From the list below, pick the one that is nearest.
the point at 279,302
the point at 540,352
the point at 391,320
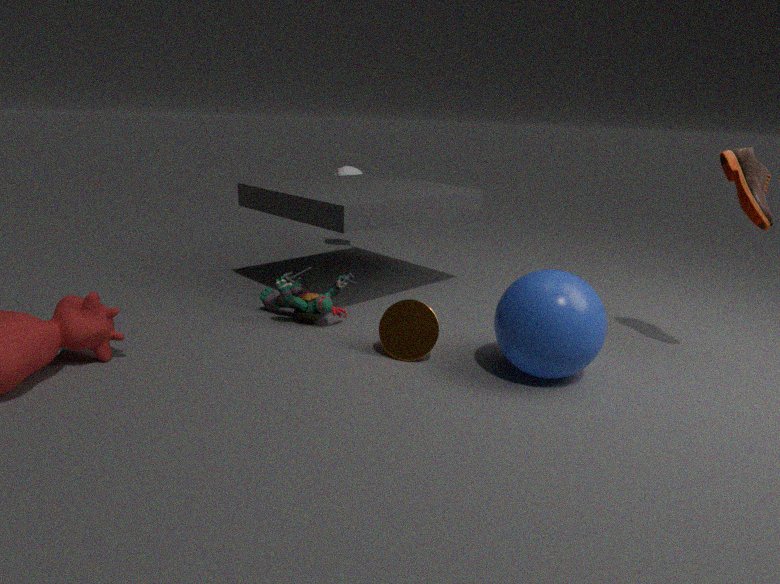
the point at 540,352
